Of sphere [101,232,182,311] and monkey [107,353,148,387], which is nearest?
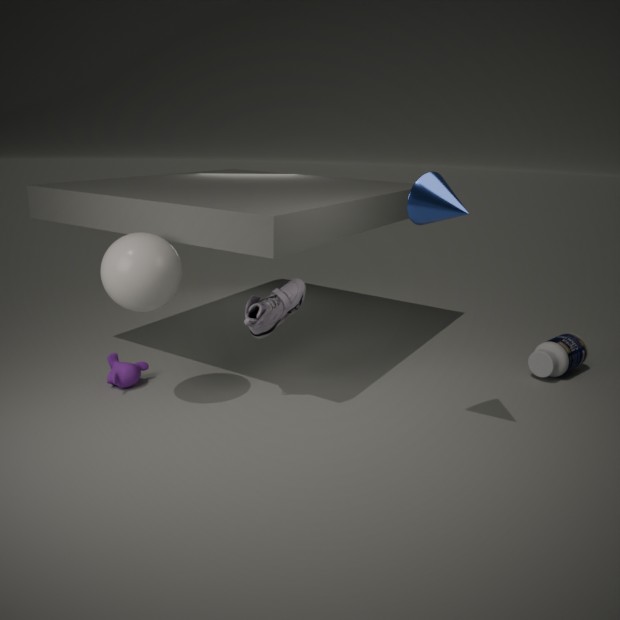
sphere [101,232,182,311]
